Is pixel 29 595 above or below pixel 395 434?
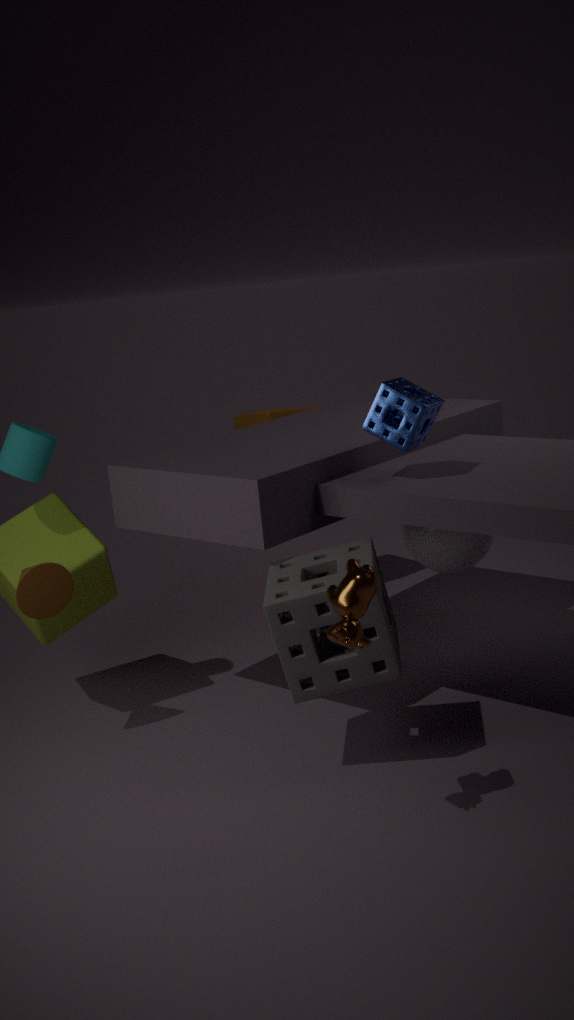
below
